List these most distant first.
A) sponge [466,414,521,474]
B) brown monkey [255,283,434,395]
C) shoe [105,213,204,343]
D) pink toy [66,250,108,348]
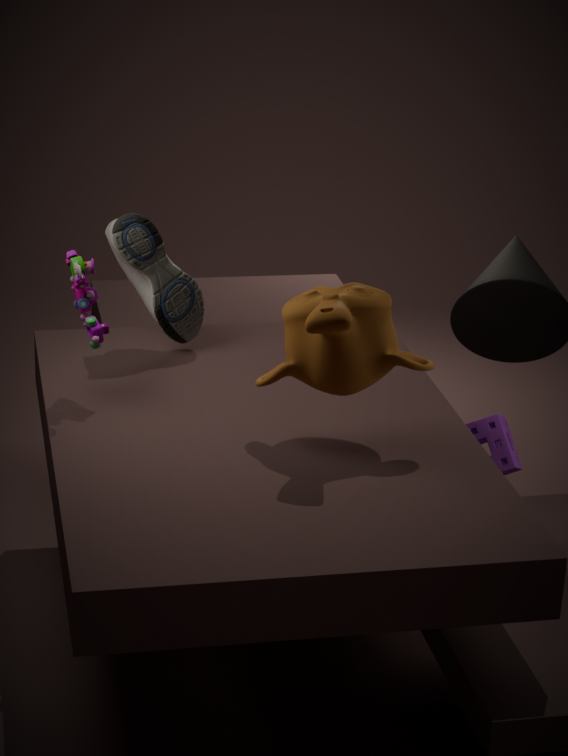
shoe [105,213,204,343] < sponge [466,414,521,474] < pink toy [66,250,108,348] < brown monkey [255,283,434,395]
